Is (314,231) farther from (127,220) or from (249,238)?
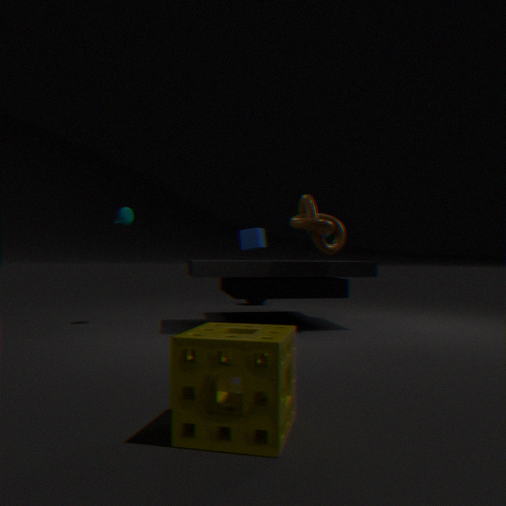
(127,220)
